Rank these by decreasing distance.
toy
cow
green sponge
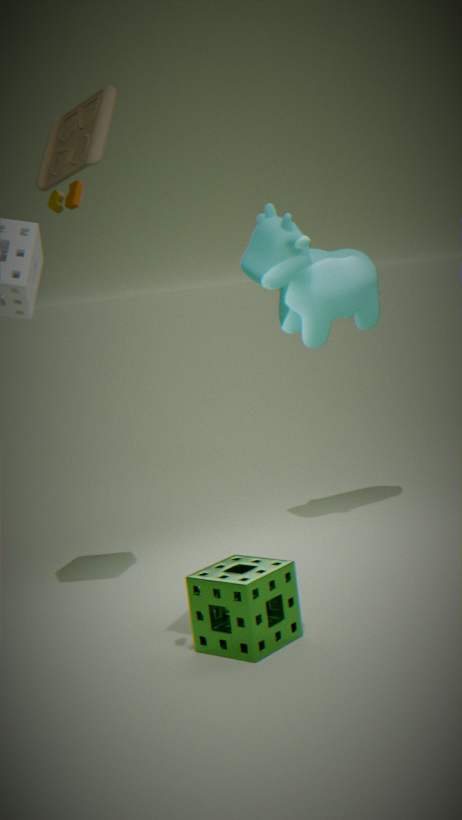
cow, green sponge, toy
